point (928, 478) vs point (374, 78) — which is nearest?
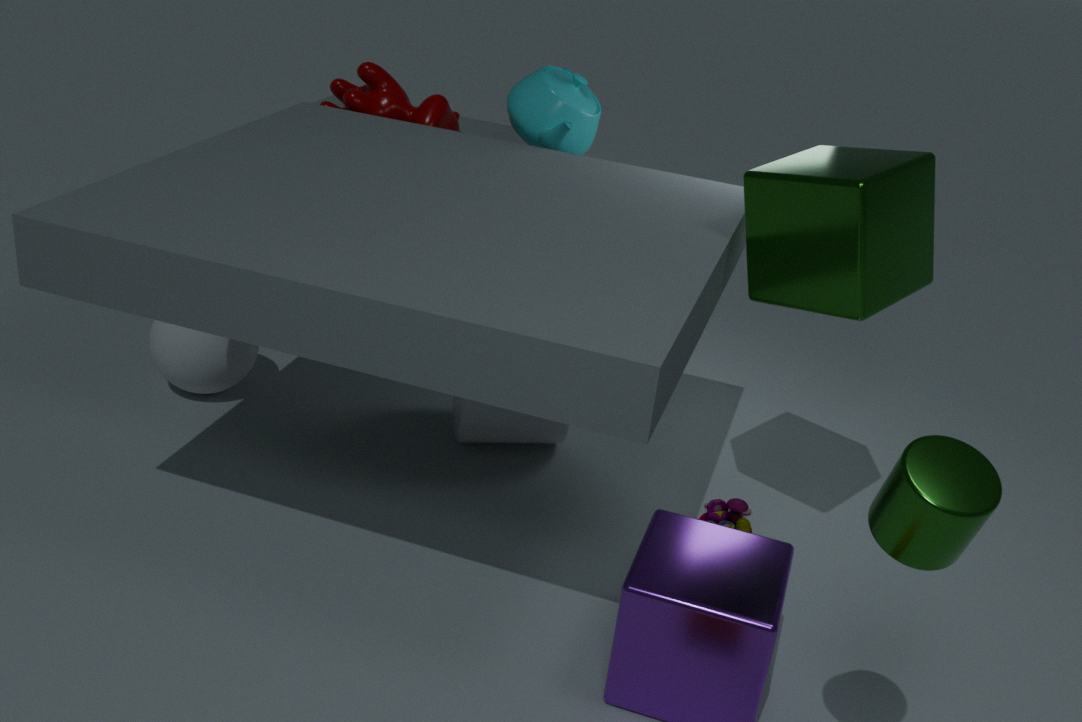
point (928, 478)
